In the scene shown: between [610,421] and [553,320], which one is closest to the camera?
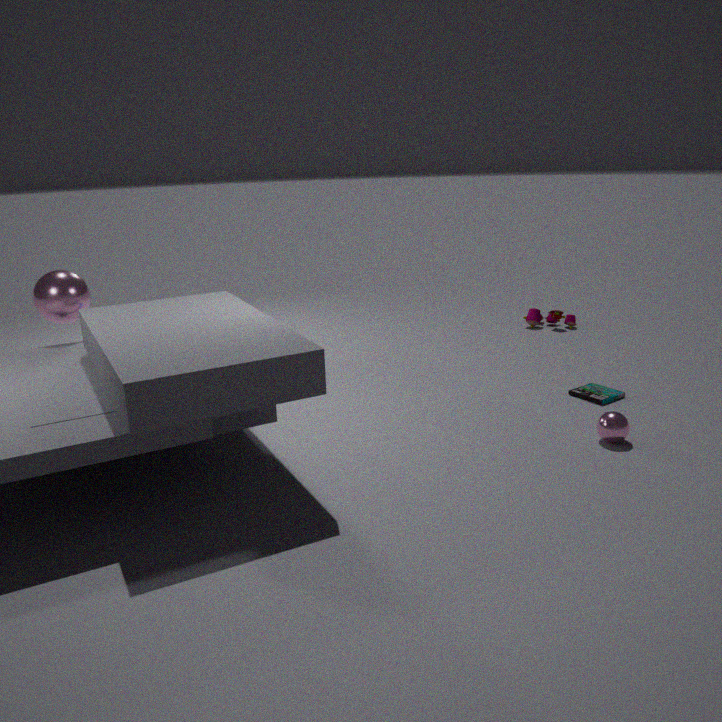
[610,421]
